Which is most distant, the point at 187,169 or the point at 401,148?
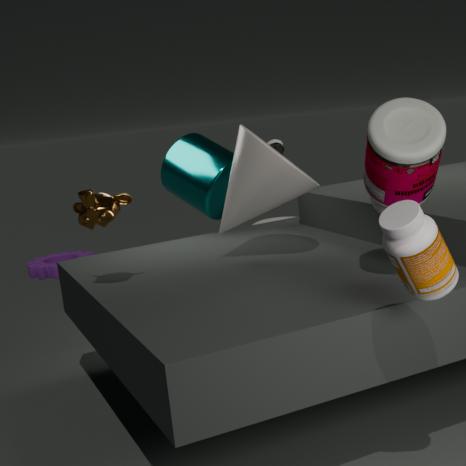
the point at 187,169
